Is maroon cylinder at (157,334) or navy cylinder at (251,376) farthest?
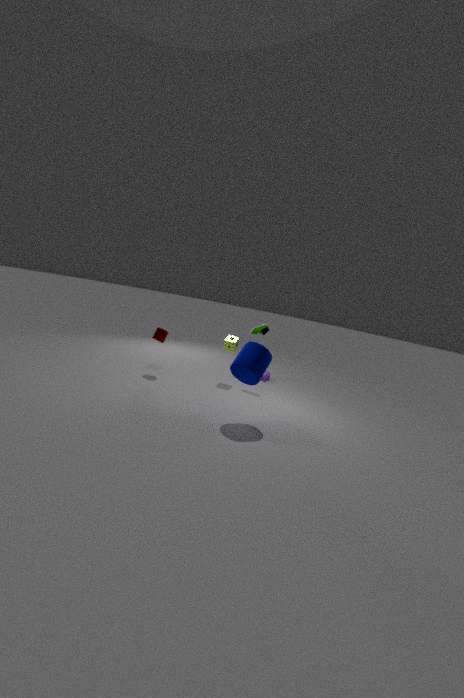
maroon cylinder at (157,334)
